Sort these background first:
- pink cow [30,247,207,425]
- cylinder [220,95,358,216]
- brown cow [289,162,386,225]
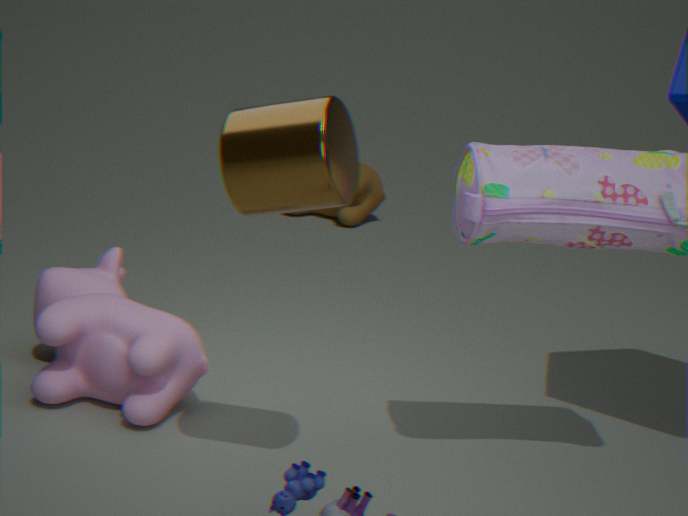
1. brown cow [289,162,386,225]
2. pink cow [30,247,207,425]
3. cylinder [220,95,358,216]
